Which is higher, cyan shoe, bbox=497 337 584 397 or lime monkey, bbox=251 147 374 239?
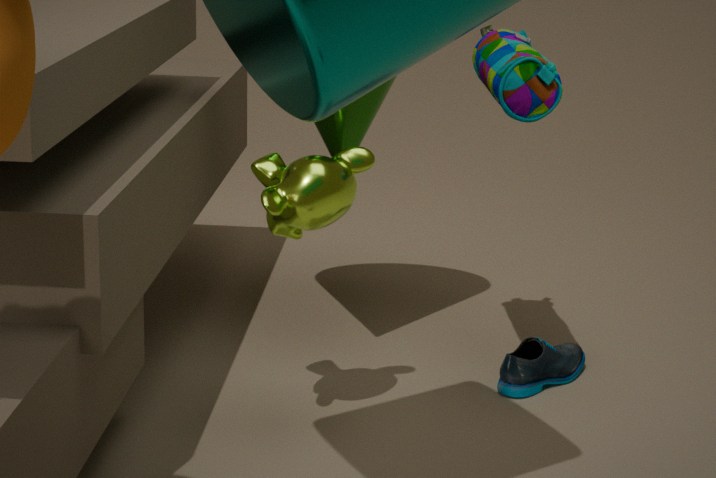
lime monkey, bbox=251 147 374 239
